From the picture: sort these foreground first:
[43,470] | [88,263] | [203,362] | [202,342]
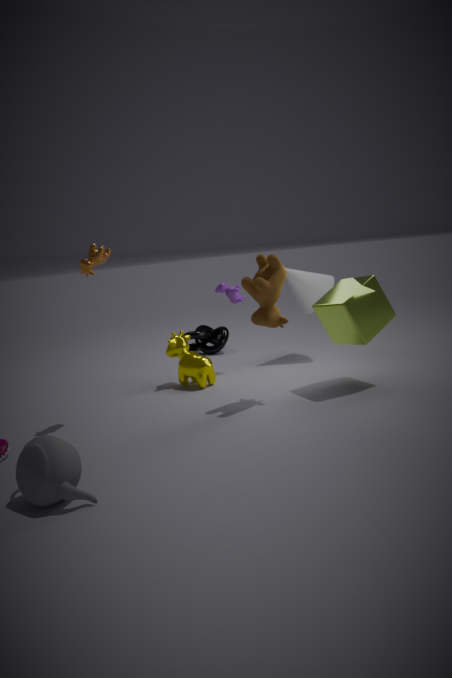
1. [43,470]
2. [88,263]
3. [203,362]
4. [202,342]
